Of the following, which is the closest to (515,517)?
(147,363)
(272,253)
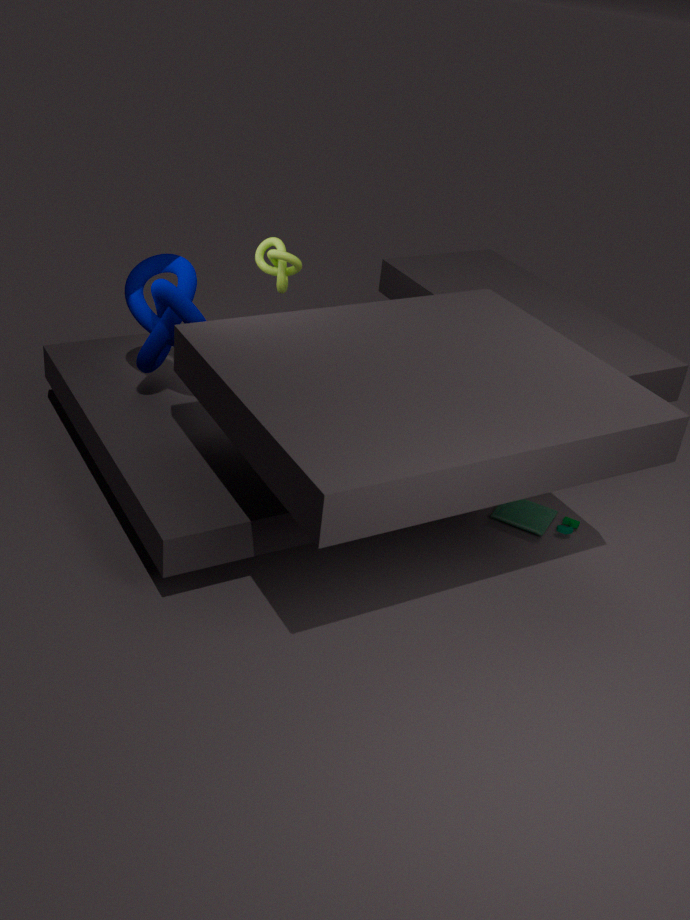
(272,253)
